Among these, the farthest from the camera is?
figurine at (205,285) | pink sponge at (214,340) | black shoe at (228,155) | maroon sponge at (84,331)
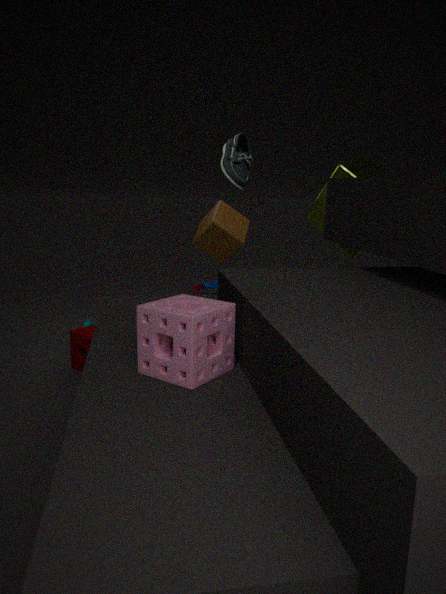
figurine at (205,285)
